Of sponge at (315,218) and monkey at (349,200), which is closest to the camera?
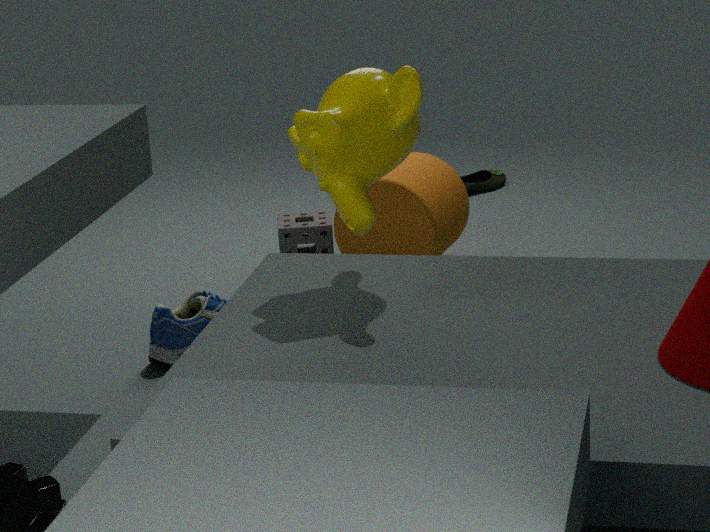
monkey at (349,200)
